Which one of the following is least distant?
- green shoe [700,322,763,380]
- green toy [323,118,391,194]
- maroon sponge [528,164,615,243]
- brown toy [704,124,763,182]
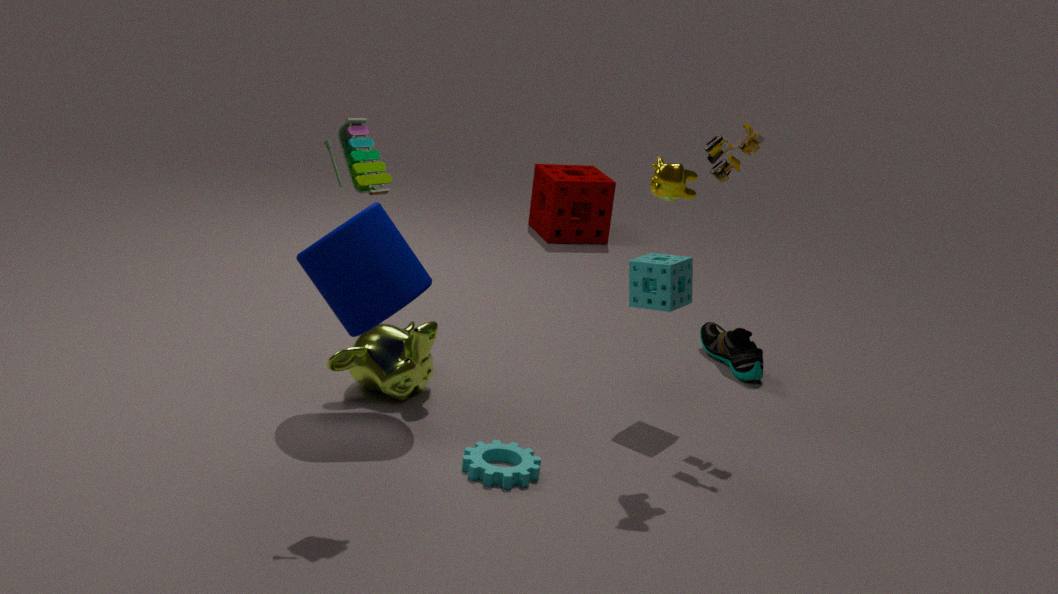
green toy [323,118,391,194]
